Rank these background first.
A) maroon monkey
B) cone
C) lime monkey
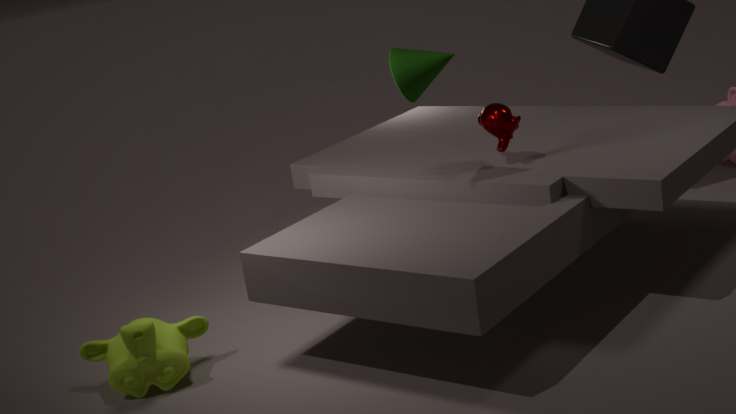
maroon monkey < lime monkey < cone
